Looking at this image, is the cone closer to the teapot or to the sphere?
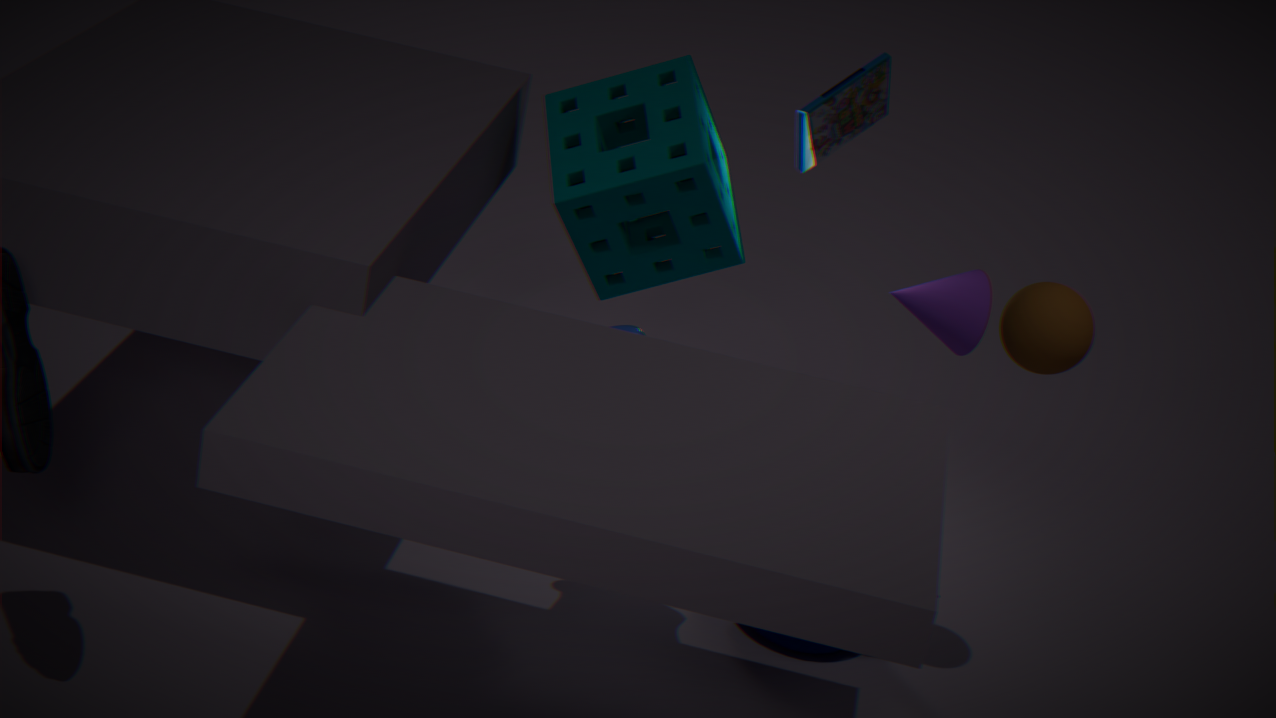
the teapot
